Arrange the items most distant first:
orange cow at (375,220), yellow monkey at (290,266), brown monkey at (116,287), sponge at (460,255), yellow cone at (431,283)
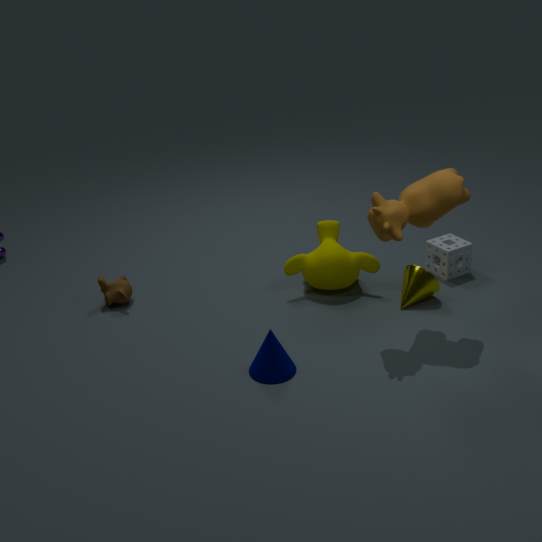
sponge at (460,255), brown monkey at (116,287), yellow monkey at (290,266), yellow cone at (431,283), orange cow at (375,220)
